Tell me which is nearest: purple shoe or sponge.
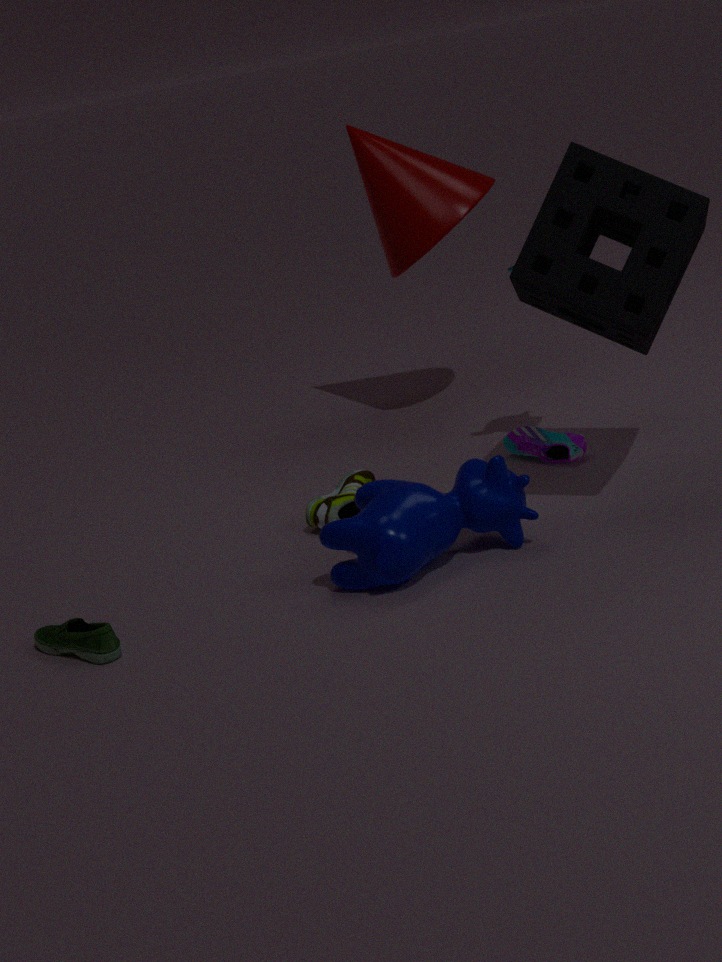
sponge
